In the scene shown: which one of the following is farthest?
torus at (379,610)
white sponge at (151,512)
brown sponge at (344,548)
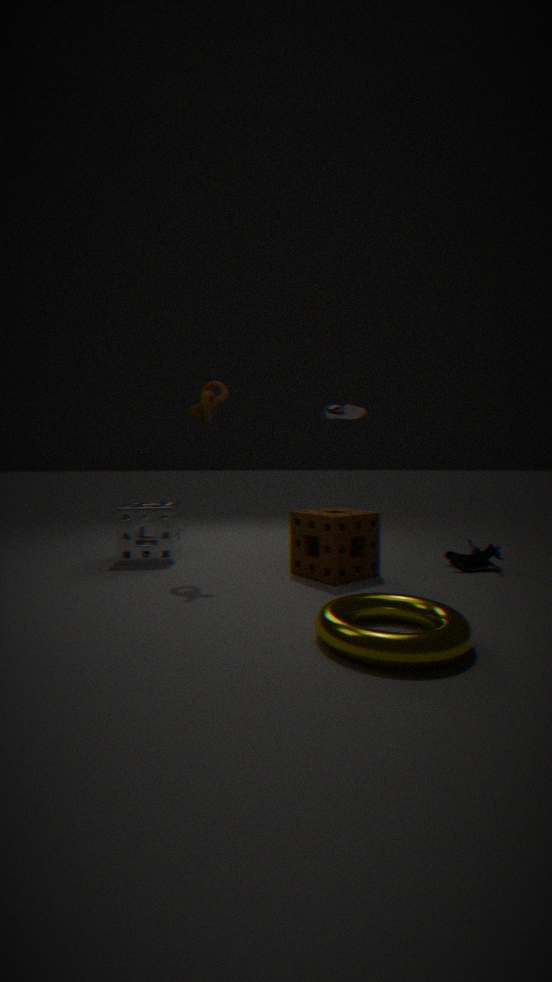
white sponge at (151,512)
